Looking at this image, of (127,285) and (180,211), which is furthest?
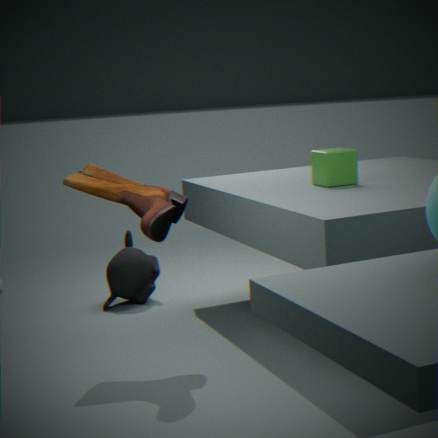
(127,285)
